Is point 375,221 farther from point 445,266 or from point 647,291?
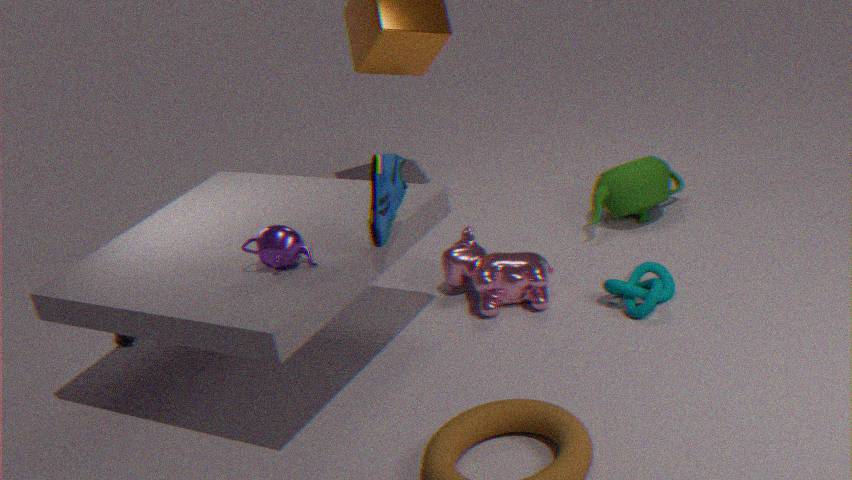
point 647,291
